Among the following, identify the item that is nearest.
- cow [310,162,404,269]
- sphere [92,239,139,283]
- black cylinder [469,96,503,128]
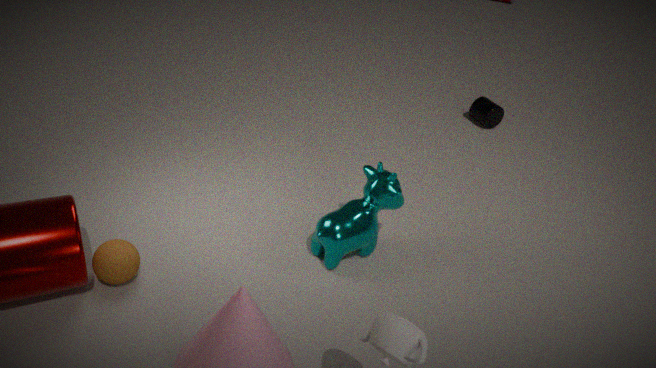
sphere [92,239,139,283]
